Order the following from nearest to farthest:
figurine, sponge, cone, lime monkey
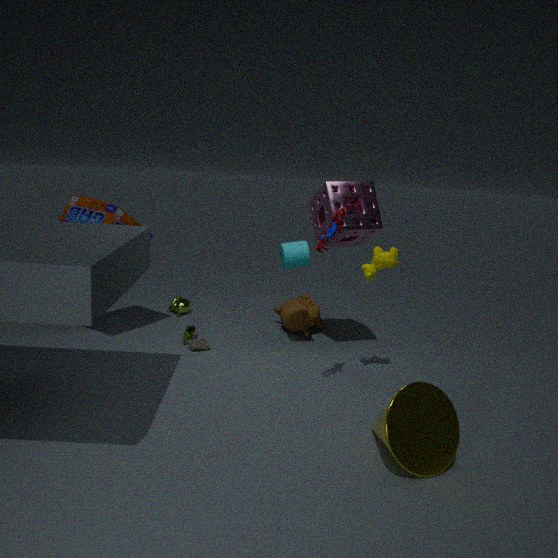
1. cone
2. figurine
3. sponge
4. lime monkey
